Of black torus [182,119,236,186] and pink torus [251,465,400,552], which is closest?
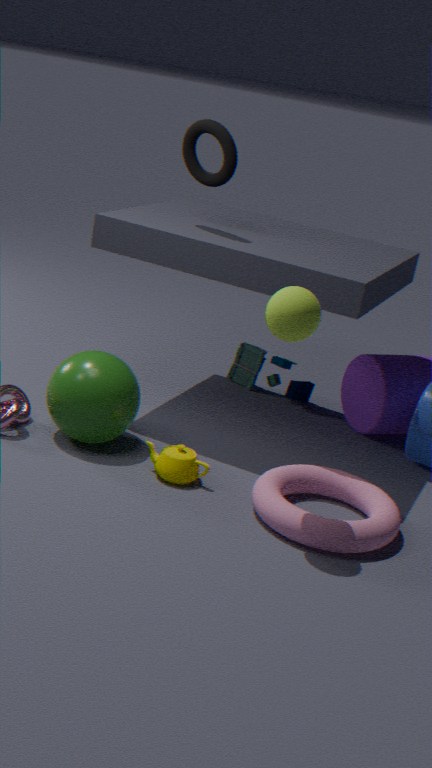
pink torus [251,465,400,552]
